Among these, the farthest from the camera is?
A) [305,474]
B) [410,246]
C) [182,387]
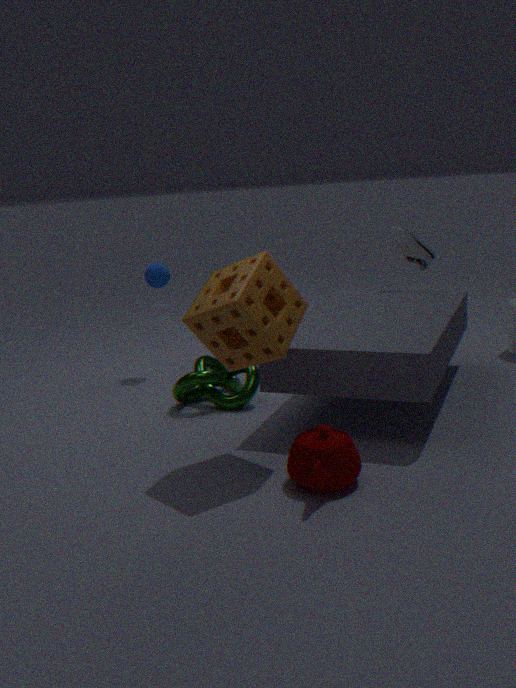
[410,246]
